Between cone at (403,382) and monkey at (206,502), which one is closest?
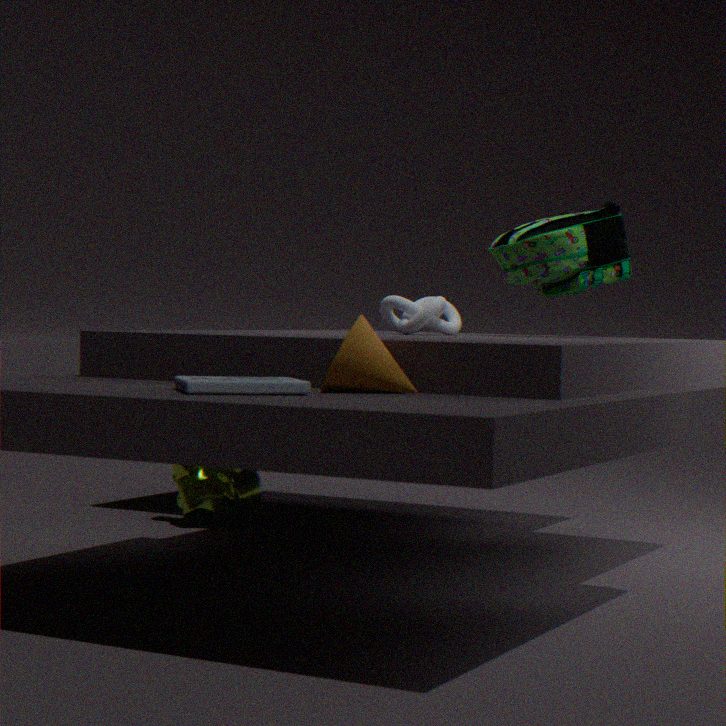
cone at (403,382)
